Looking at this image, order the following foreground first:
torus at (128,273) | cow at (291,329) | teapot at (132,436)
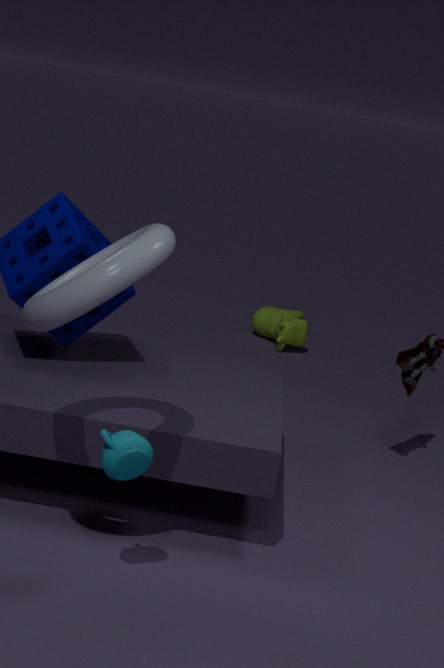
torus at (128,273) → teapot at (132,436) → cow at (291,329)
